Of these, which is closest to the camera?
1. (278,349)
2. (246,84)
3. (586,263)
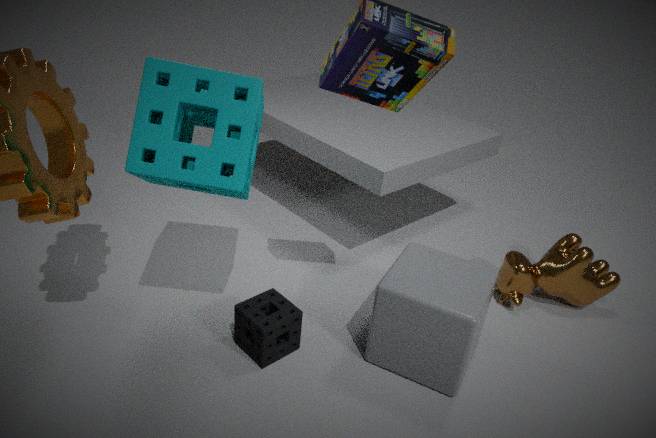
(246,84)
